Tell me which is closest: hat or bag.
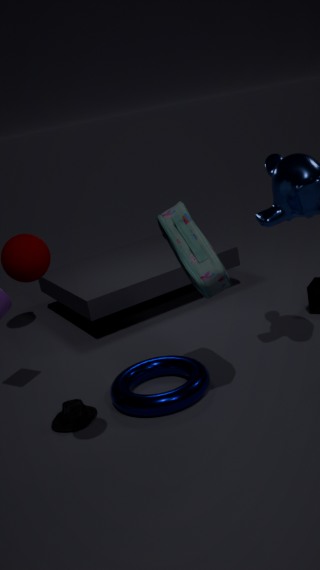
bag
